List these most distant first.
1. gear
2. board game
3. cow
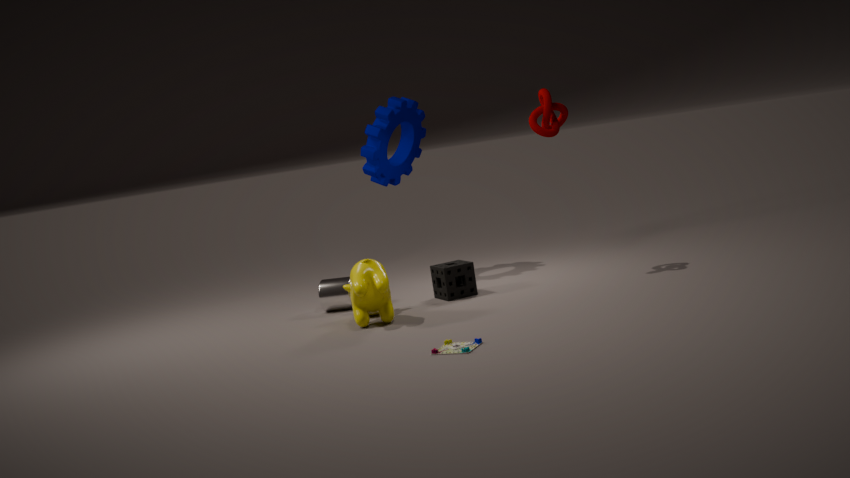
1. gear
2. cow
3. board game
